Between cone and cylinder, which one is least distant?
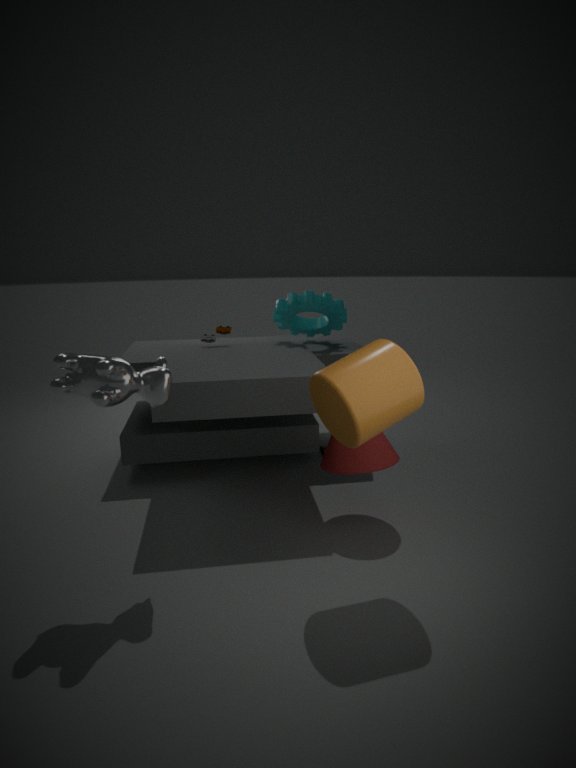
cylinder
